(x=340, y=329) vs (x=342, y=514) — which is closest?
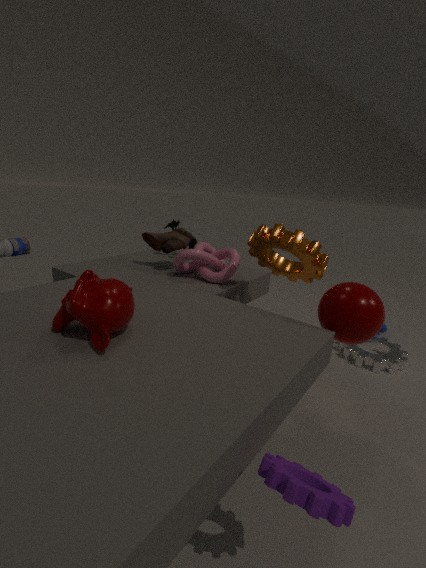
(x=342, y=514)
